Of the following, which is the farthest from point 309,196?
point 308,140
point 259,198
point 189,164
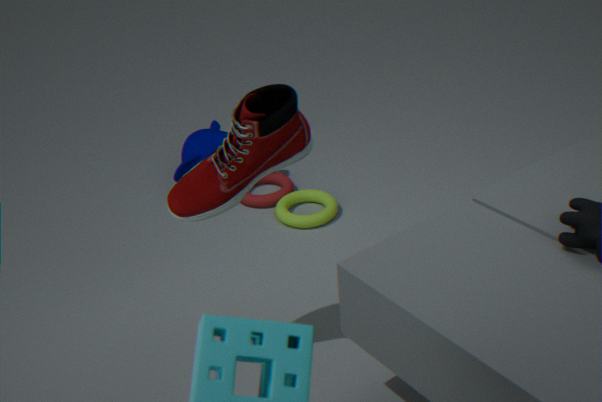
point 308,140
